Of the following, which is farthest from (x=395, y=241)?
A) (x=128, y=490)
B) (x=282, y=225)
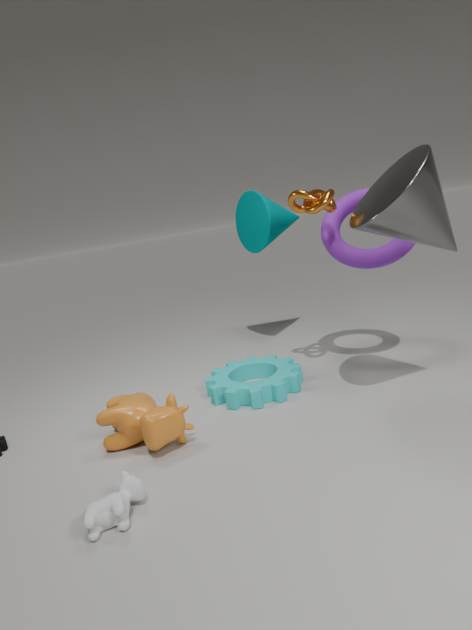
(x=128, y=490)
